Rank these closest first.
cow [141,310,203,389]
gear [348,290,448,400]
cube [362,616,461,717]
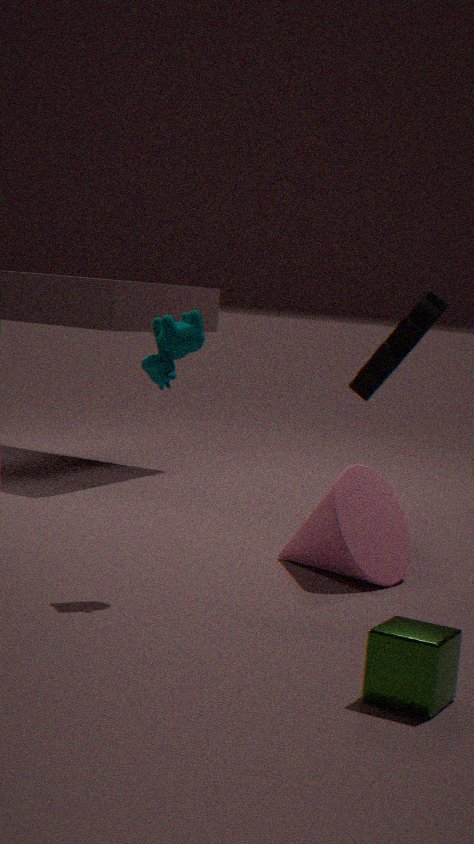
1. cube [362,616,461,717]
2. cow [141,310,203,389]
3. gear [348,290,448,400]
